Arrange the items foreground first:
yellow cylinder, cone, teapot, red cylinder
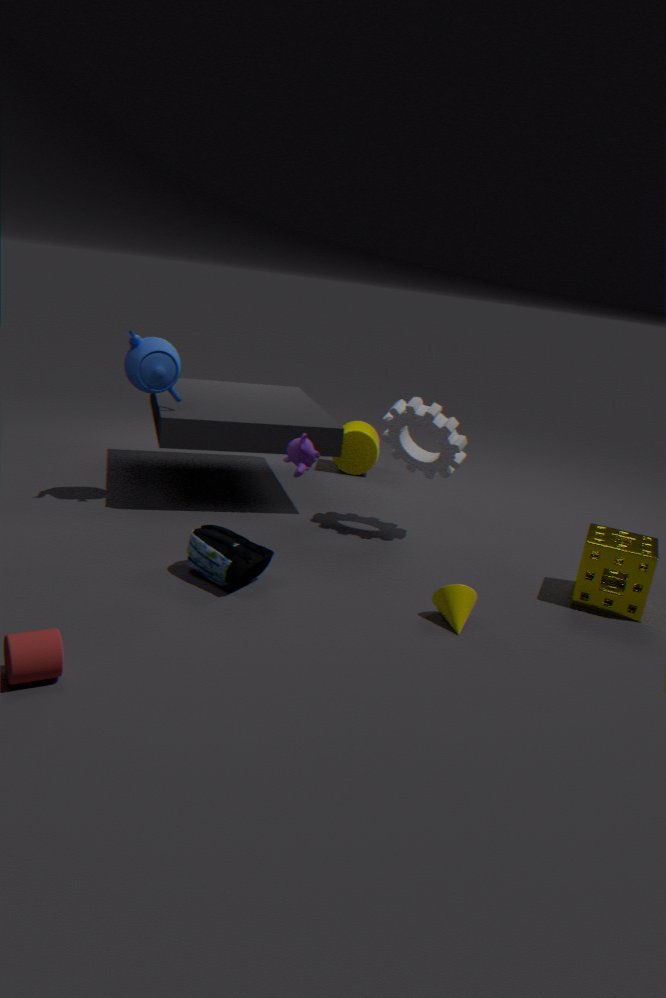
red cylinder, cone, teapot, yellow cylinder
